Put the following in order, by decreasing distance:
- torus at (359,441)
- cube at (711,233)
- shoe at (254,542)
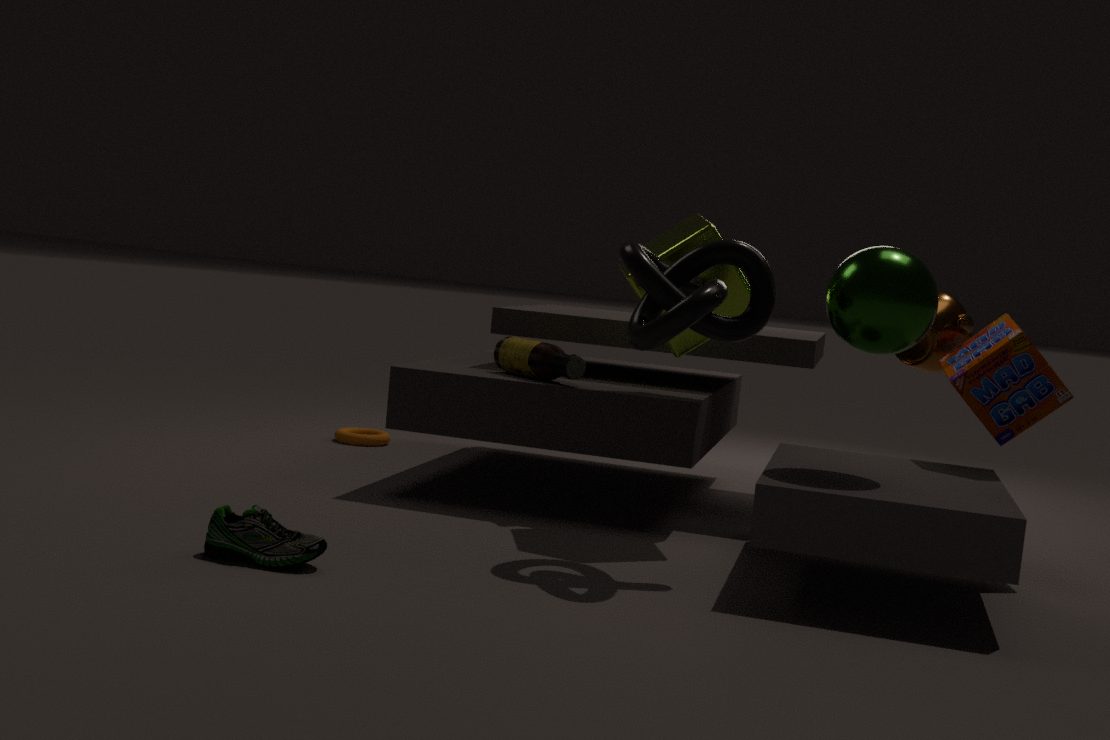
torus at (359,441), cube at (711,233), shoe at (254,542)
